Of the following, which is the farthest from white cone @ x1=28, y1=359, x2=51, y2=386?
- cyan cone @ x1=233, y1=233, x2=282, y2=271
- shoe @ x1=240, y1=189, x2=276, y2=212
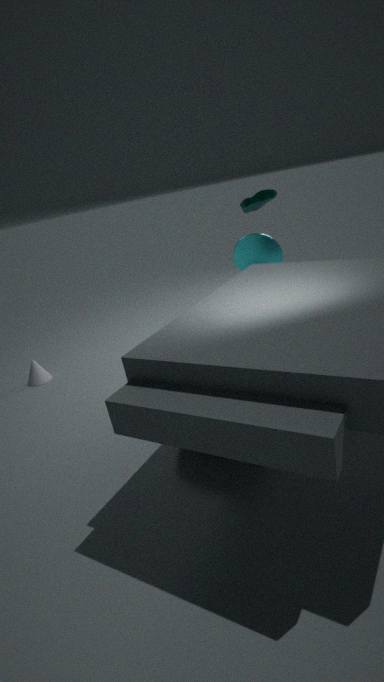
shoe @ x1=240, y1=189, x2=276, y2=212
